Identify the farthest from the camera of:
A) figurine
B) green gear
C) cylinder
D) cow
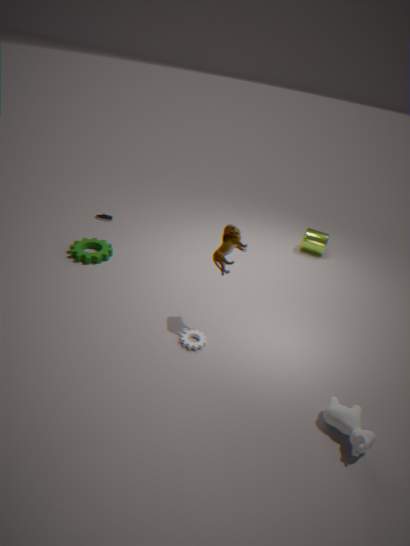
cylinder
